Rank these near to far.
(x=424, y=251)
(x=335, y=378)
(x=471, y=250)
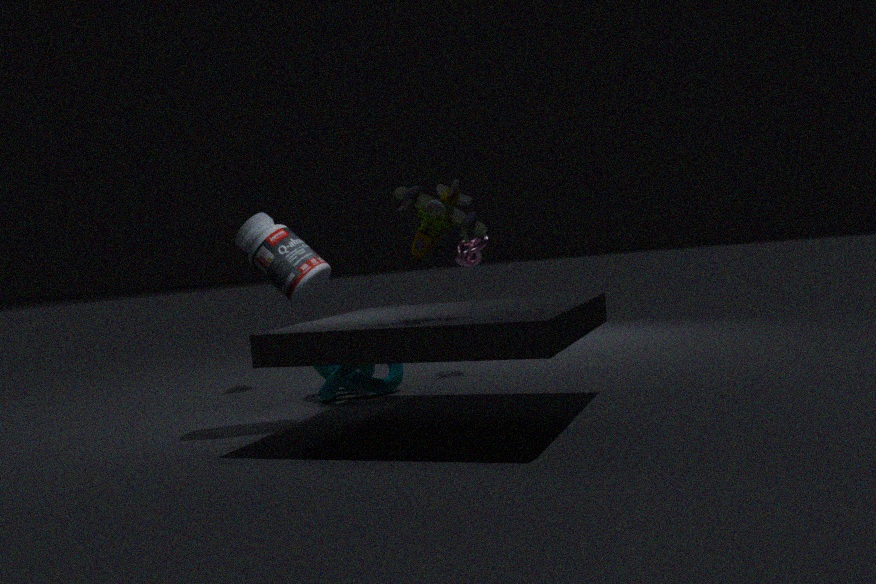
(x=424, y=251), (x=335, y=378), (x=471, y=250)
